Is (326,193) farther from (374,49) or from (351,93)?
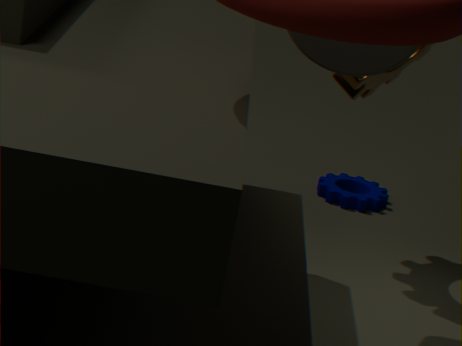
(374,49)
